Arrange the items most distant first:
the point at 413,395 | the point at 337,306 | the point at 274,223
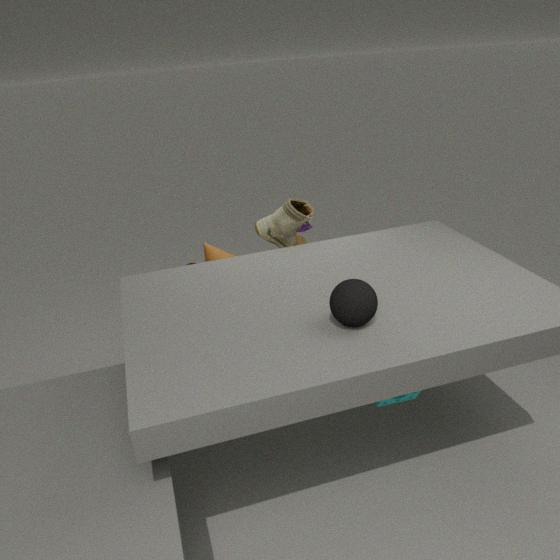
1. the point at 274,223
2. the point at 413,395
3. the point at 337,306
